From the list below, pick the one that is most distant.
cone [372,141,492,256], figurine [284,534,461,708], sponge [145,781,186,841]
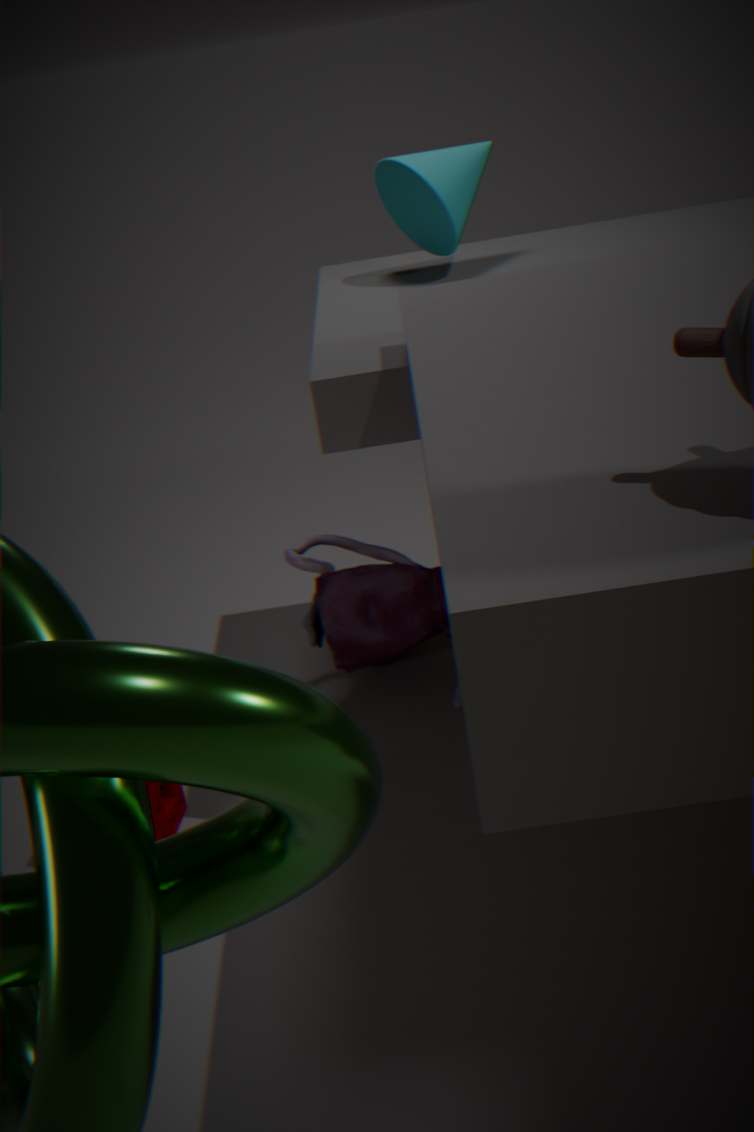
figurine [284,534,461,708]
